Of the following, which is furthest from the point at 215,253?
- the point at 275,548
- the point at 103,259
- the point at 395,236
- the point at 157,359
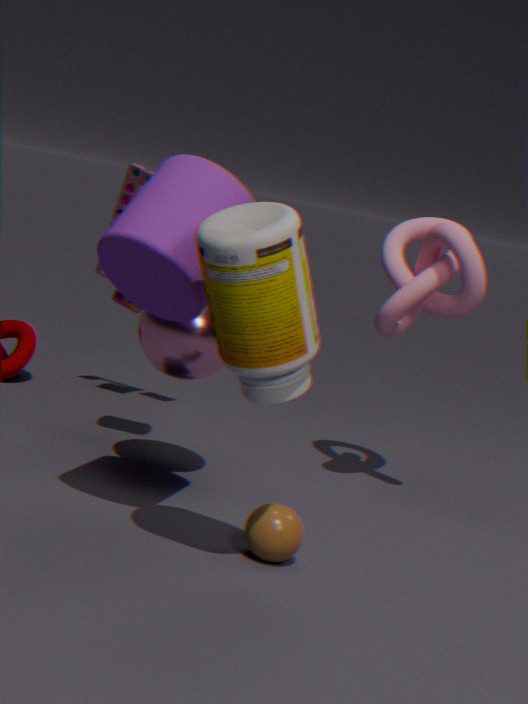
the point at 395,236
